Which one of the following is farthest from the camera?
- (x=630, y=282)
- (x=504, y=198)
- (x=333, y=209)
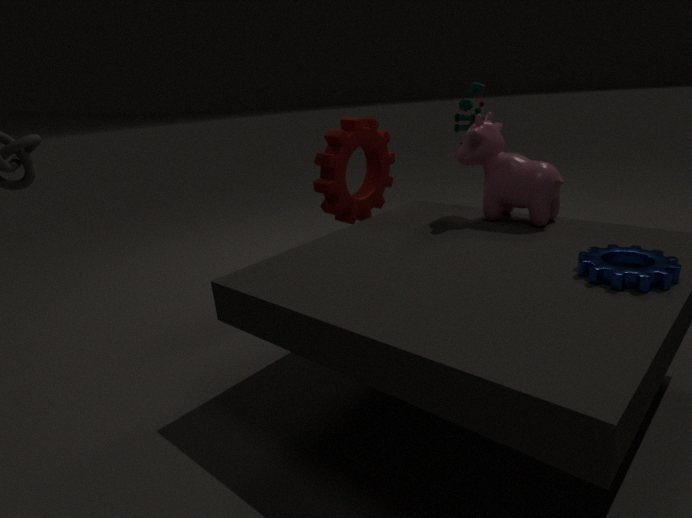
(x=333, y=209)
